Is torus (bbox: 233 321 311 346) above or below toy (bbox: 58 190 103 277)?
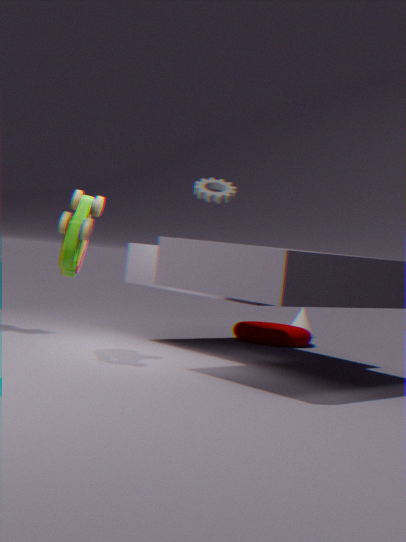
below
